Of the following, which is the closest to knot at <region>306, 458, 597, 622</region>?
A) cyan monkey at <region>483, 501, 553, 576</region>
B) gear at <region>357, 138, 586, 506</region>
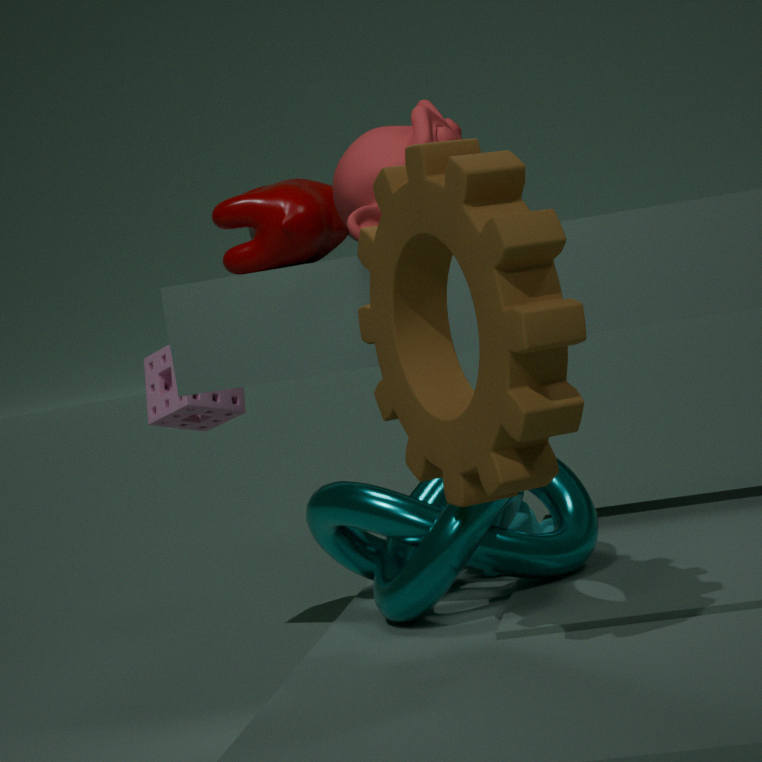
cyan monkey at <region>483, 501, 553, 576</region>
